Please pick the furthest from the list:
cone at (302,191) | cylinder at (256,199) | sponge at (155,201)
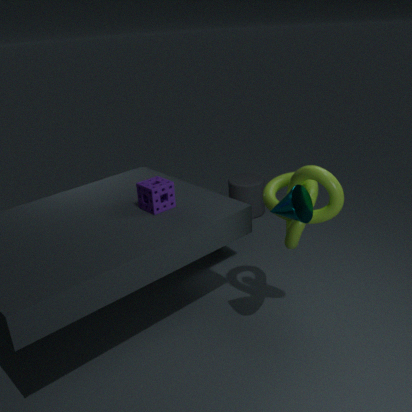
cylinder at (256,199)
